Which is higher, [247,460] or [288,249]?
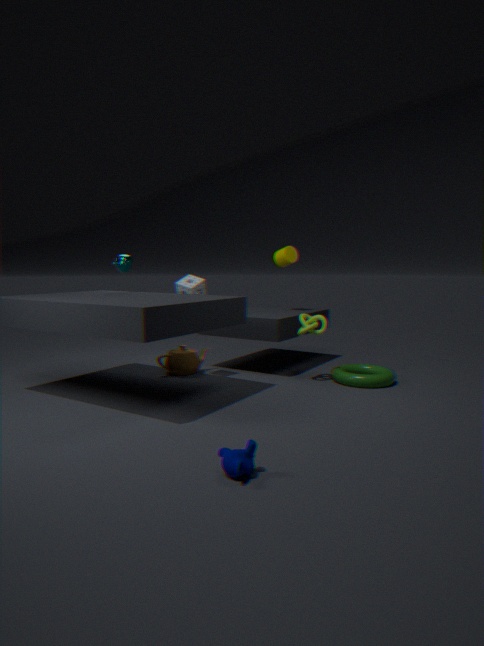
[288,249]
